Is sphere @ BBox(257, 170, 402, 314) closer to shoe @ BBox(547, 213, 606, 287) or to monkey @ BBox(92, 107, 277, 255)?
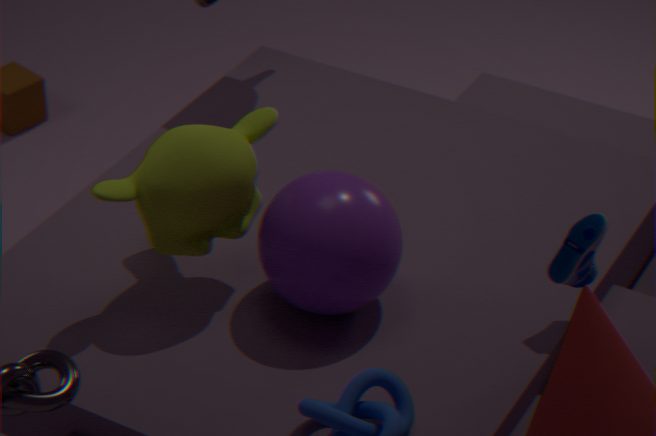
monkey @ BBox(92, 107, 277, 255)
